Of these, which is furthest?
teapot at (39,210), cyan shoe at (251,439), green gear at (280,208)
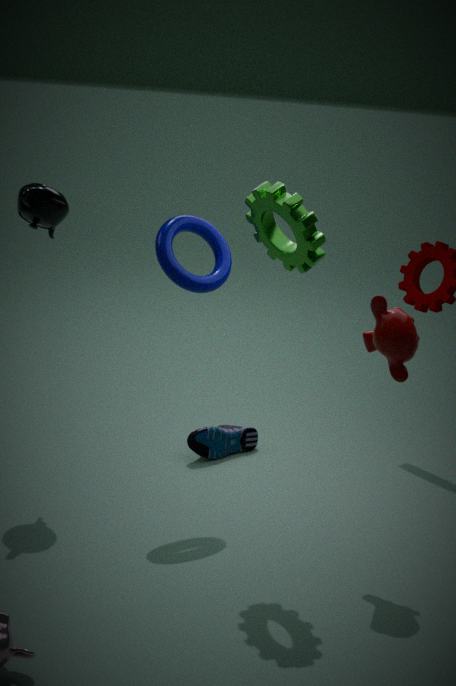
cyan shoe at (251,439)
